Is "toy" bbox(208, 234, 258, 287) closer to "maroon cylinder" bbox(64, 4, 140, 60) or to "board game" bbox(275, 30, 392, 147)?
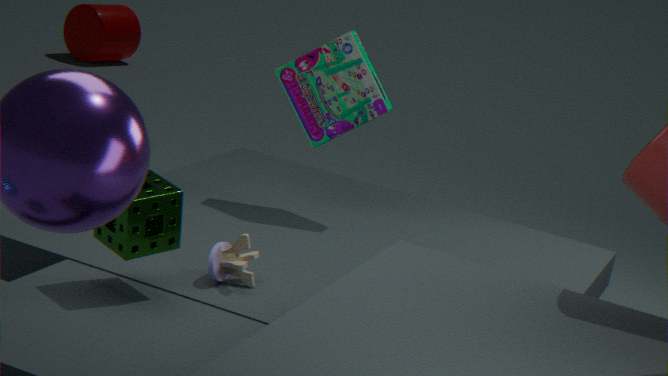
"board game" bbox(275, 30, 392, 147)
